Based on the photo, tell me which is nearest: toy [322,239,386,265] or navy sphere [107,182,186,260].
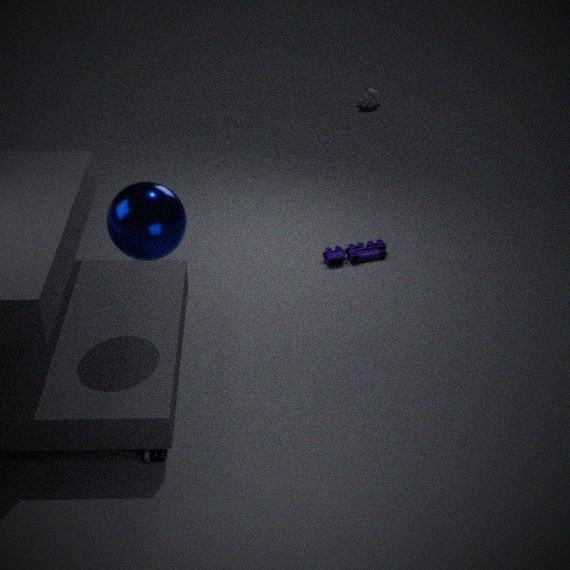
navy sphere [107,182,186,260]
